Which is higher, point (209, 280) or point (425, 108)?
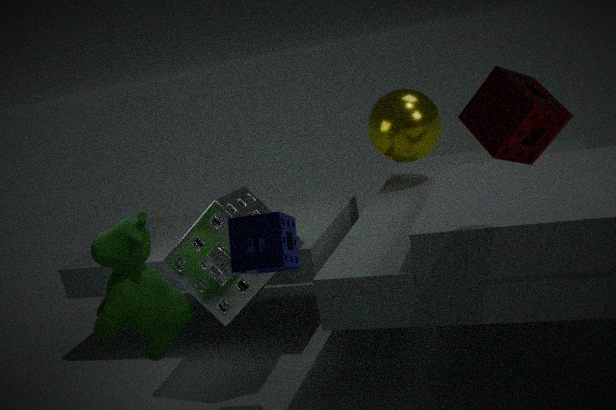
point (425, 108)
